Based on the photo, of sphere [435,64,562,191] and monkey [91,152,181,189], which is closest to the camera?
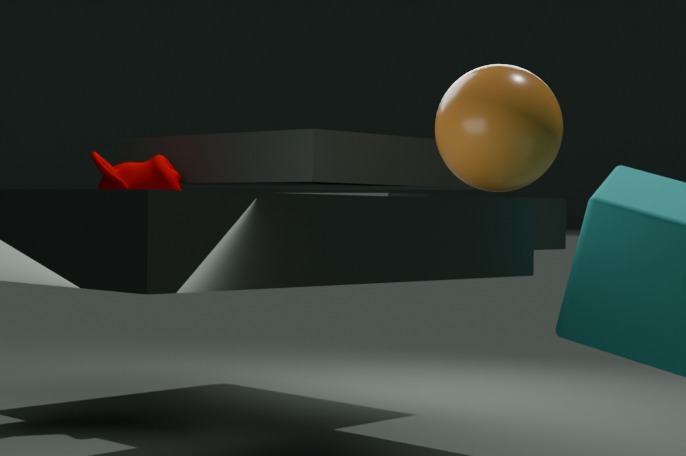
sphere [435,64,562,191]
